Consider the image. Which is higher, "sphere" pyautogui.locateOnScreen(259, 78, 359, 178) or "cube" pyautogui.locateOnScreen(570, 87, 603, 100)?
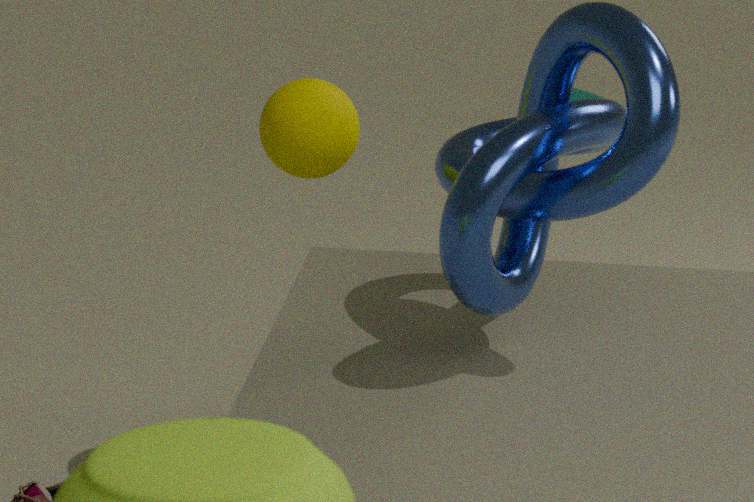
"sphere" pyautogui.locateOnScreen(259, 78, 359, 178)
